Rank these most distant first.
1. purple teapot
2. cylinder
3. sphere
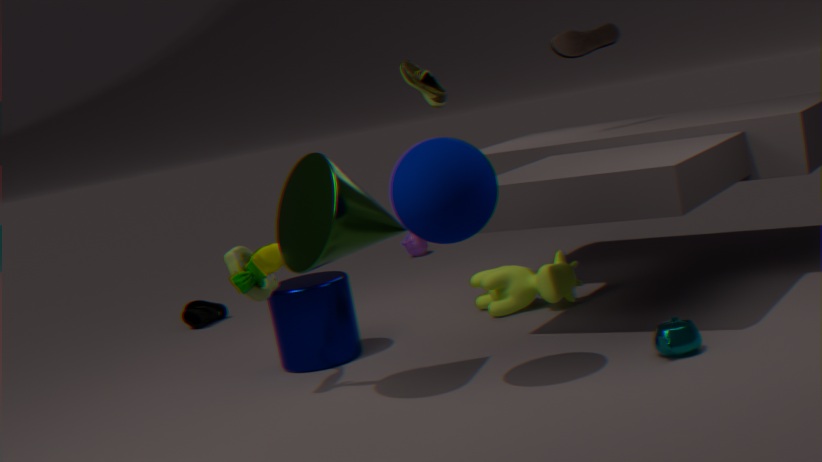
purple teapot → cylinder → sphere
